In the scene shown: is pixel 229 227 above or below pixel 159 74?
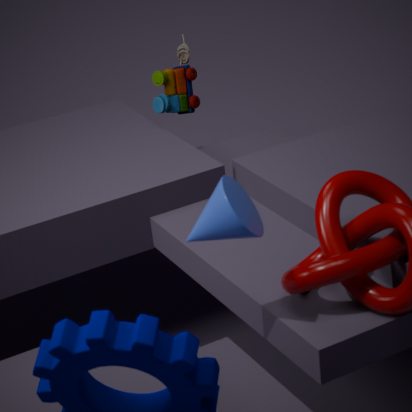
above
